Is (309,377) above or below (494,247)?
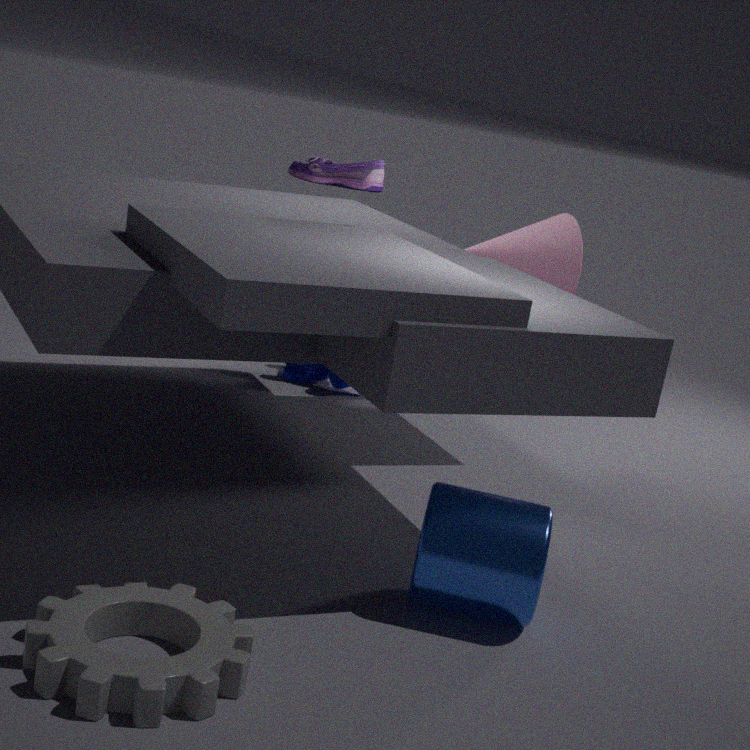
below
